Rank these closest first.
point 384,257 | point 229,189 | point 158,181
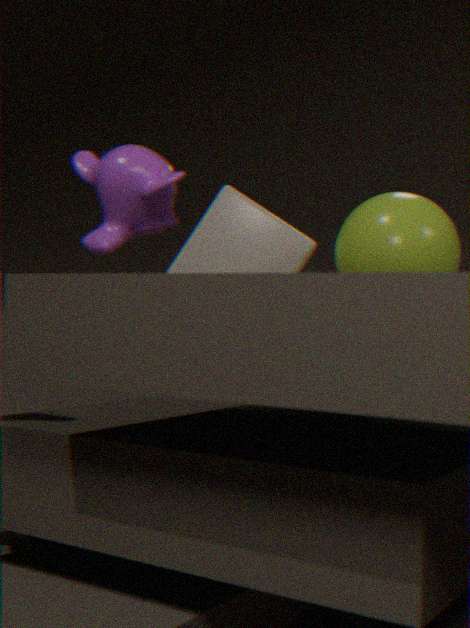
point 158,181 < point 384,257 < point 229,189
